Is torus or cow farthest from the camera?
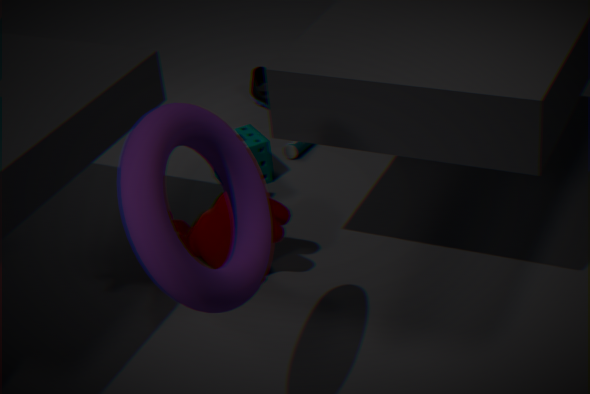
cow
